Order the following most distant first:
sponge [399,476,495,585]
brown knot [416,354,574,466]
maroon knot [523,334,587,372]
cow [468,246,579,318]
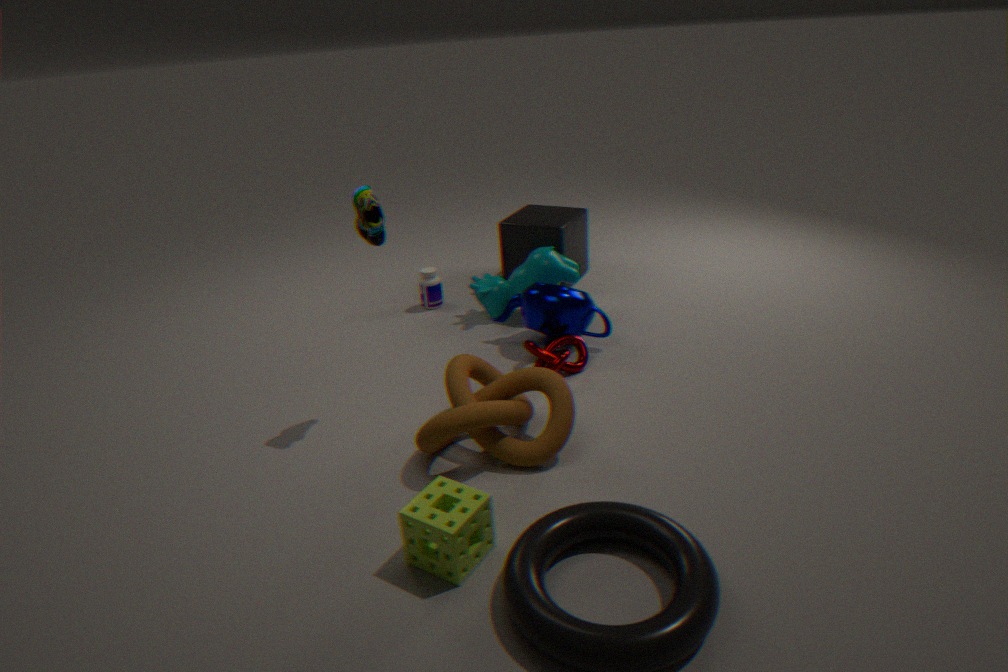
1. cow [468,246,579,318]
2. maroon knot [523,334,587,372]
3. brown knot [416,354,574,466]
4. sponge [399,476,495,585]
